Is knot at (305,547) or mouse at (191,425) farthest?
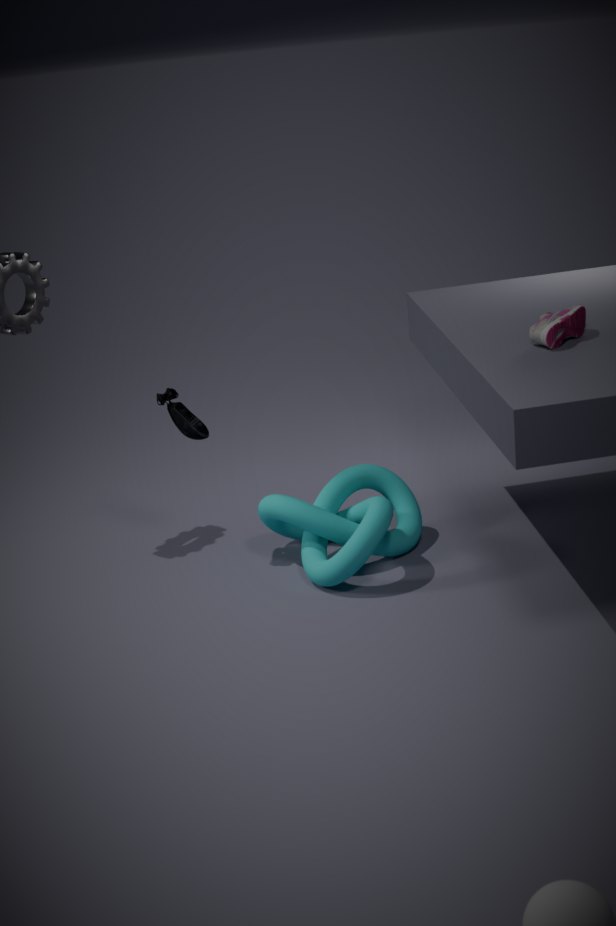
mouse at (191,425)
